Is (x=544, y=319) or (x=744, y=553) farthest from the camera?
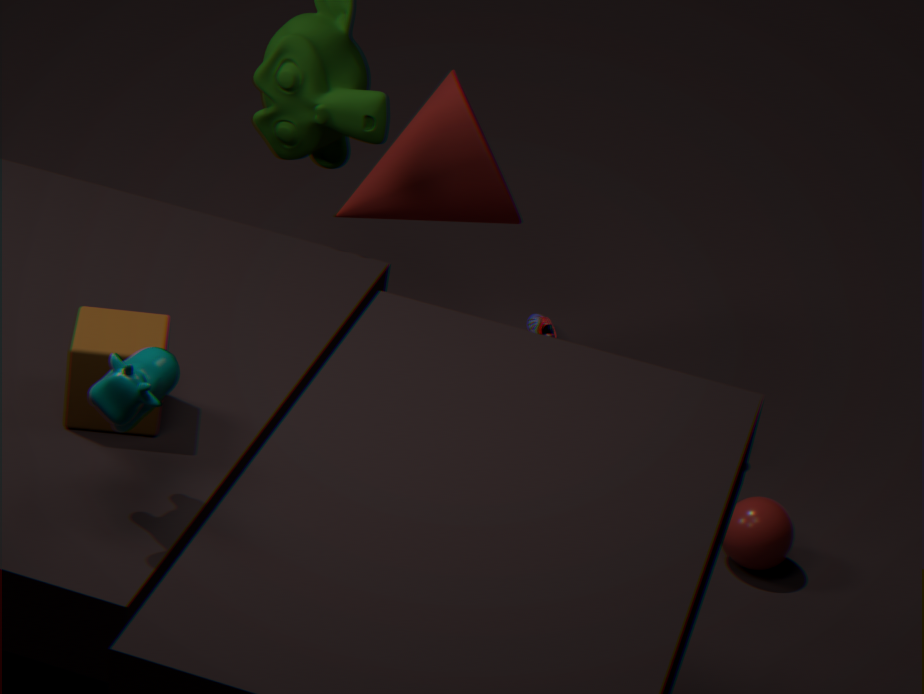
(x=544, y=319)
